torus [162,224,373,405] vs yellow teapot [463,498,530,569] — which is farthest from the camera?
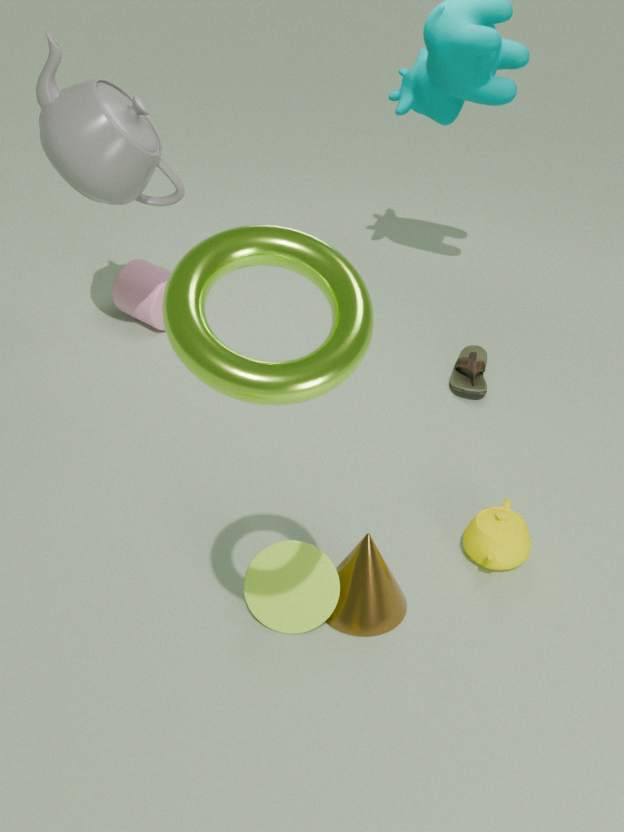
yellow teapot [463,498,530,569]
